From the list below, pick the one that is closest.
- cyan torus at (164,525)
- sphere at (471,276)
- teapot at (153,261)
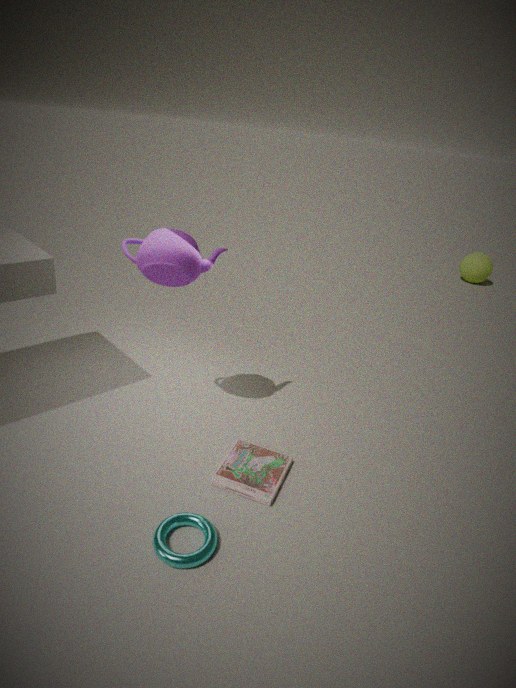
cyan torus at (164,525)
